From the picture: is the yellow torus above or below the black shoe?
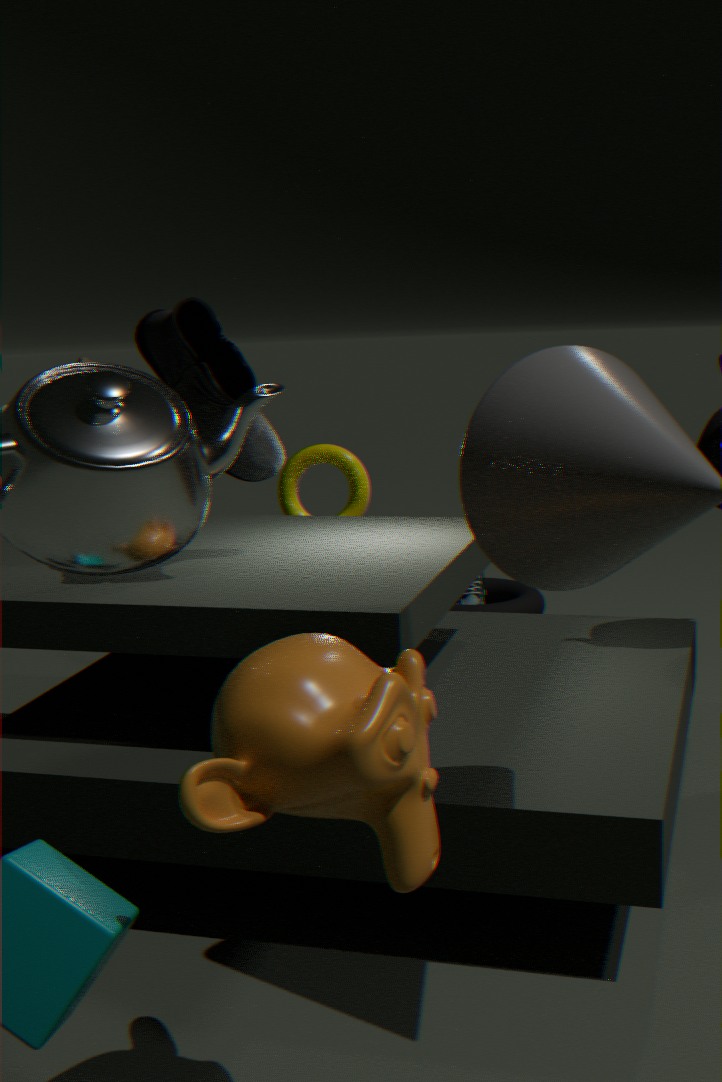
above
